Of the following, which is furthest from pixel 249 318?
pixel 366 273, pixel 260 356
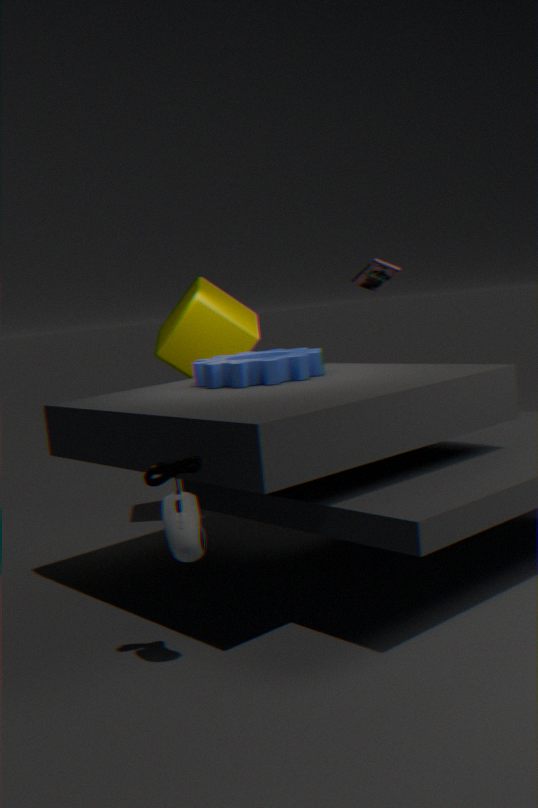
pixel 366 273
